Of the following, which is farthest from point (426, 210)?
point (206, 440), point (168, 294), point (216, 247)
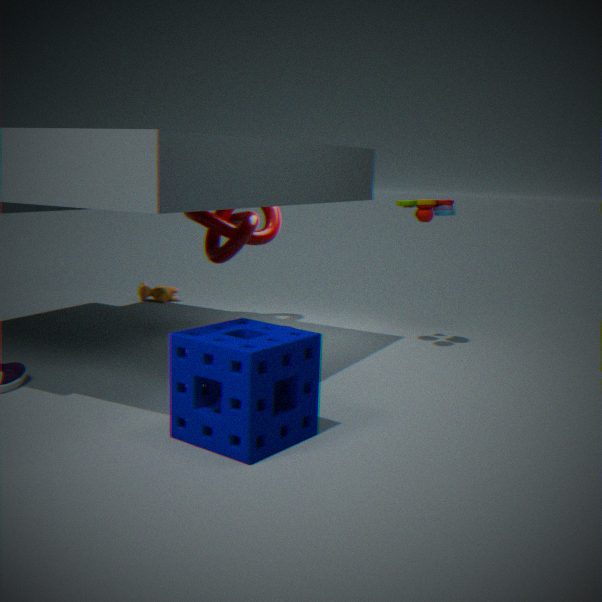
point (168, 294)
